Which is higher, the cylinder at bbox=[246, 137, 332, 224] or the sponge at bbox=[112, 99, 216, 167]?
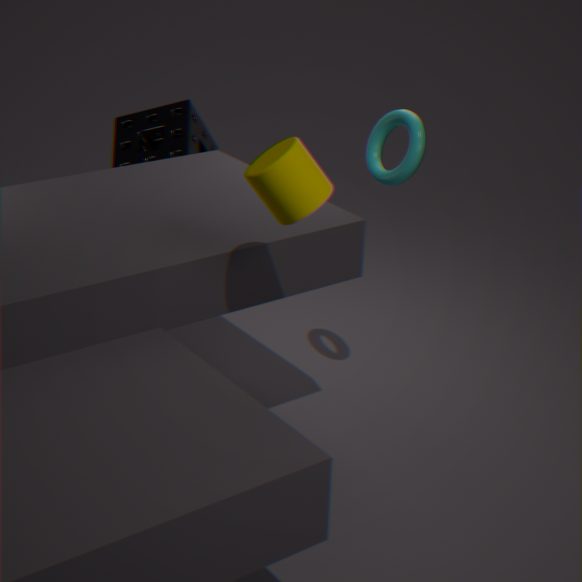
the cylinder at bbox=[246, 137, 332, 224]
